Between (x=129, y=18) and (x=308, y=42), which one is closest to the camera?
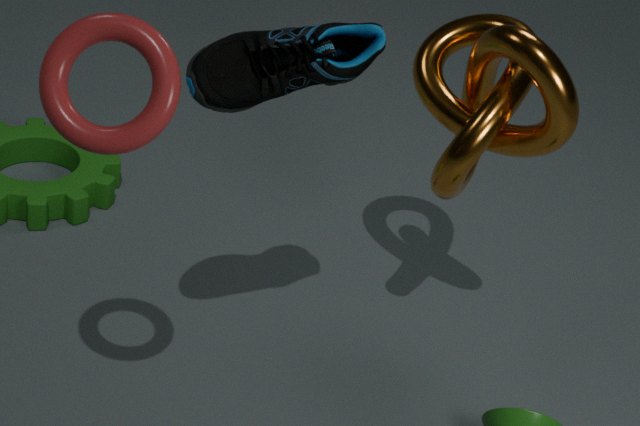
(x=129, y=18)
